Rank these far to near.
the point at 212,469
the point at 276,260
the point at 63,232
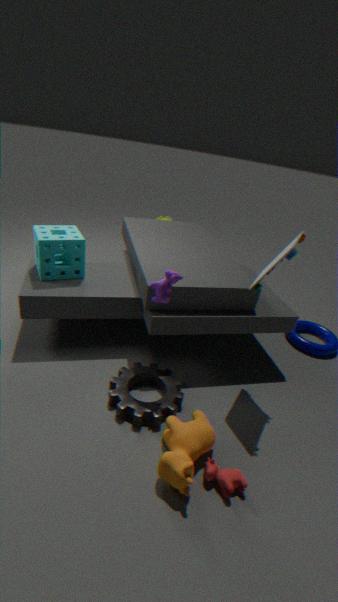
the point at 63,232 → the point at 276,260 → the point at 212,469
